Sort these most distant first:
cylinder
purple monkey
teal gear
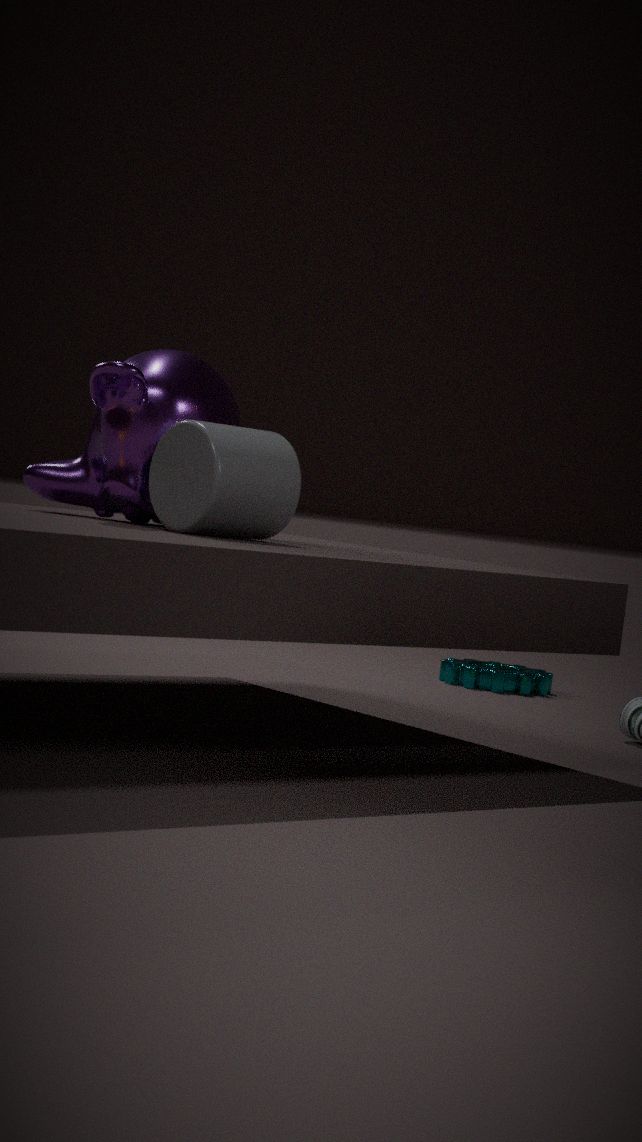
teal gear < purple monkey < cylinder
